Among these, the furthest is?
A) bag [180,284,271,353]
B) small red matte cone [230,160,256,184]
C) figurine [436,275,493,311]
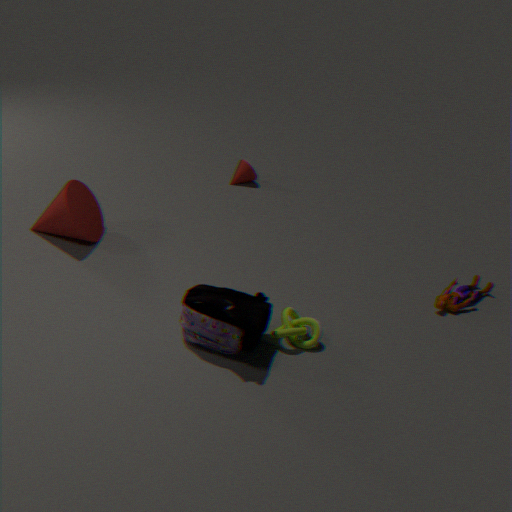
small red matte cone [230,160,256,184]
